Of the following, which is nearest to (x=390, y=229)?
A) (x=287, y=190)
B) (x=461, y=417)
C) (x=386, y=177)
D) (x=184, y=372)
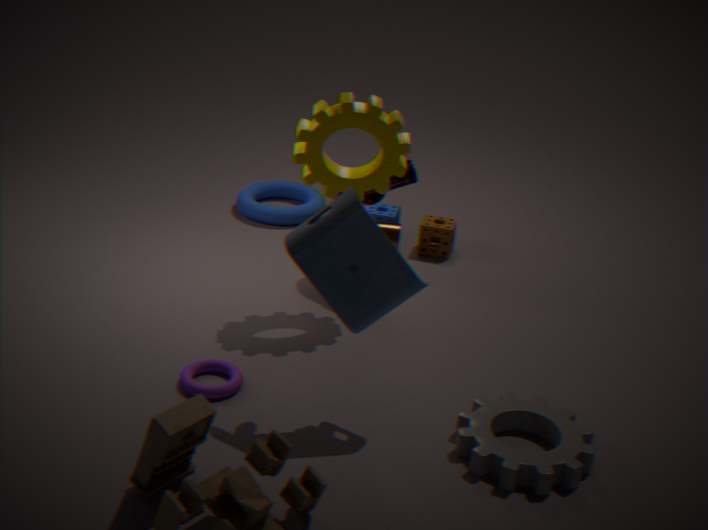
(x=287, y=190)
